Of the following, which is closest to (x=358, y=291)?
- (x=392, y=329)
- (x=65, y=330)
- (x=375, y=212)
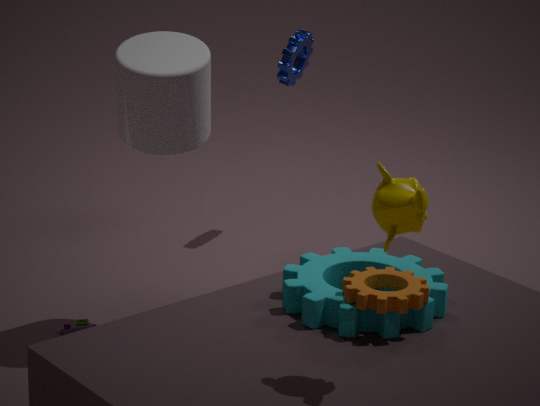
(x=392, y=329)
